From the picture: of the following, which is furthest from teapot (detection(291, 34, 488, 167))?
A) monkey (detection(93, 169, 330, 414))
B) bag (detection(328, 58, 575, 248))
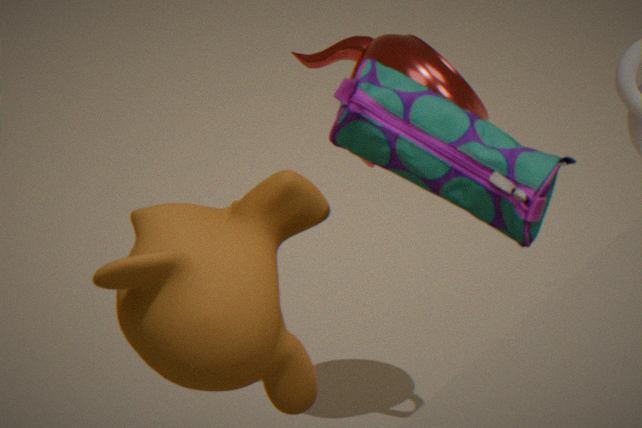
bag (detection(328, 58, 575, 248))
